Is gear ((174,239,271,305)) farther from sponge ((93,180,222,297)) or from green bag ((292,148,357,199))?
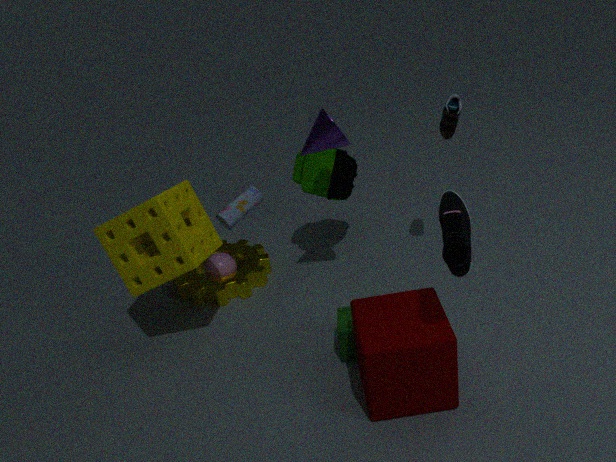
green bag ((292,148,357,199))
